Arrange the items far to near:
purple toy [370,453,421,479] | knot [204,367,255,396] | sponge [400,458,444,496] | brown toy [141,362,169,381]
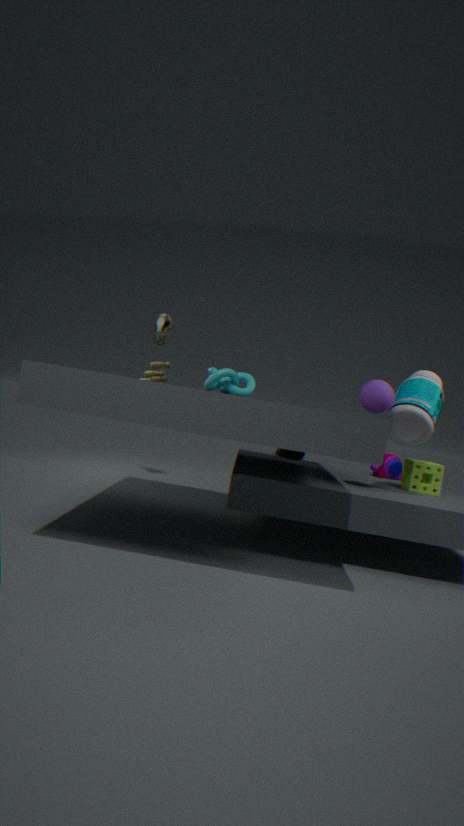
brown toy [141,362,169,381]
purple toy [370,453,421,479]
sponge [400,458,444,496]
knot [204,367,255,396]
